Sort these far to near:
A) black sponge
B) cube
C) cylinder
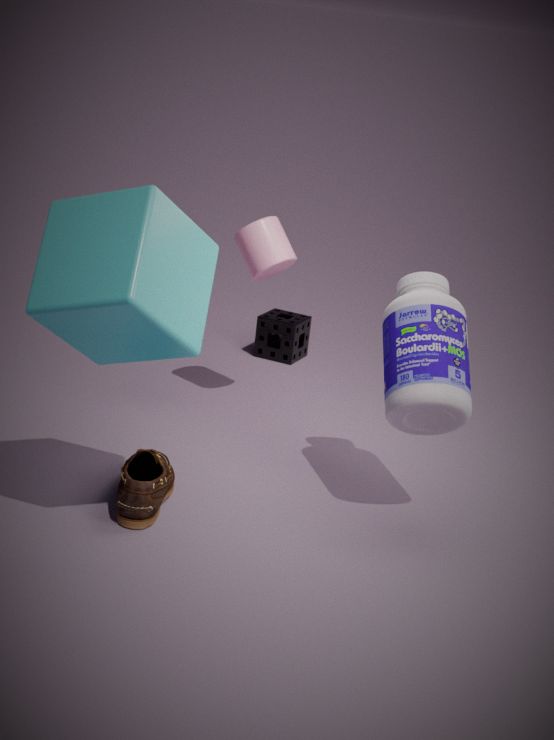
black sponge, cylinder, cube
